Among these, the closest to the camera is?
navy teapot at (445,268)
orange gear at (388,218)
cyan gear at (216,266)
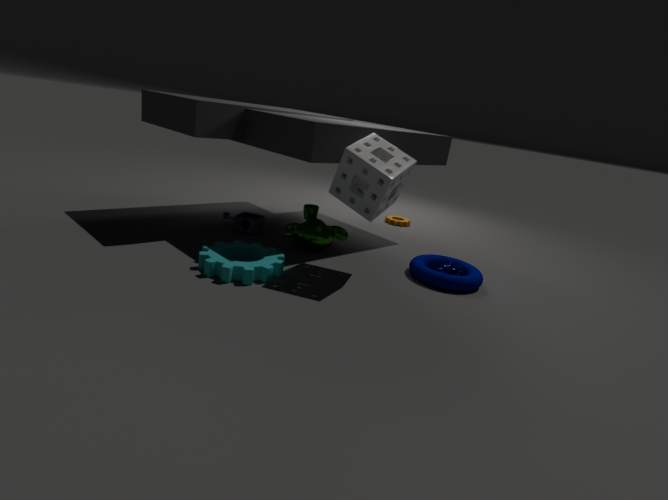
cyan gear at (216,266)
